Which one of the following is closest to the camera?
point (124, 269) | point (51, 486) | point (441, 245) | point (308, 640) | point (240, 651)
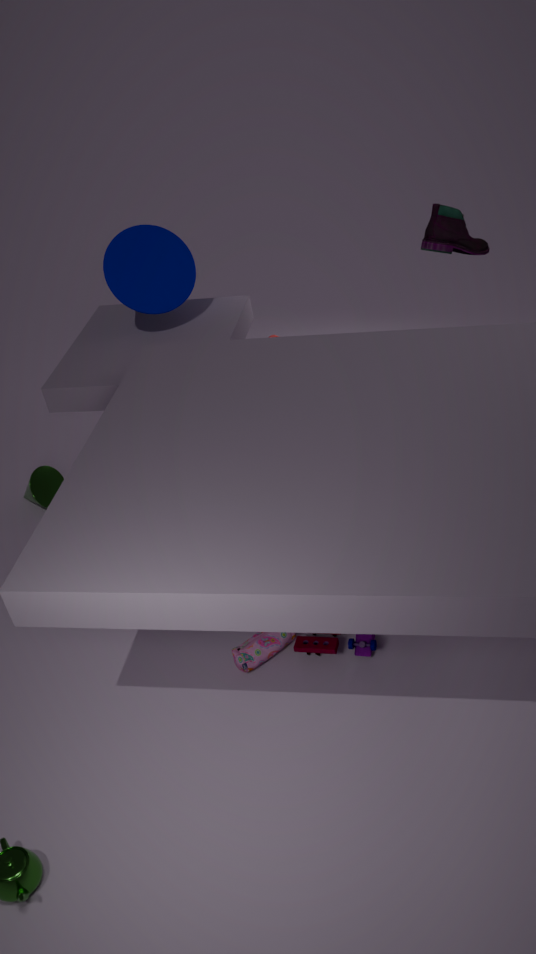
point (240, 651)
